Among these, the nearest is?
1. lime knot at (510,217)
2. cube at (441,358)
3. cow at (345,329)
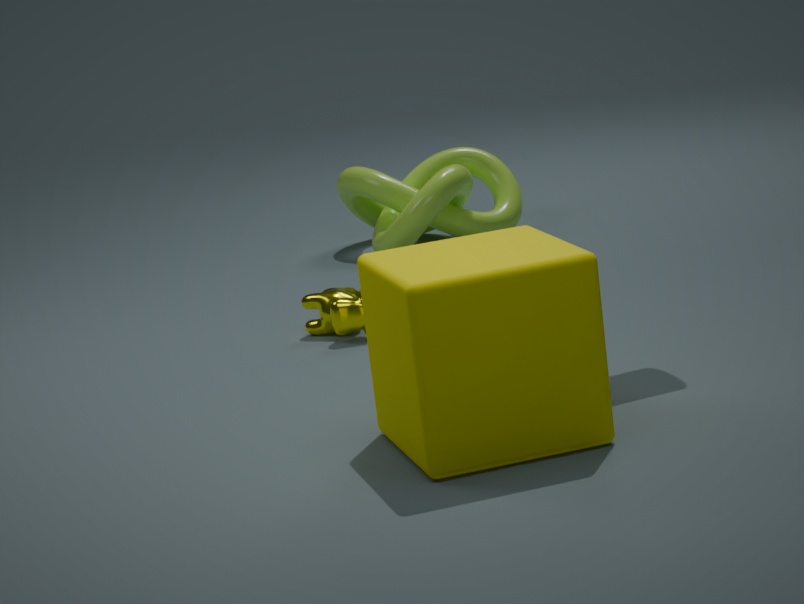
cube at (441,358)
